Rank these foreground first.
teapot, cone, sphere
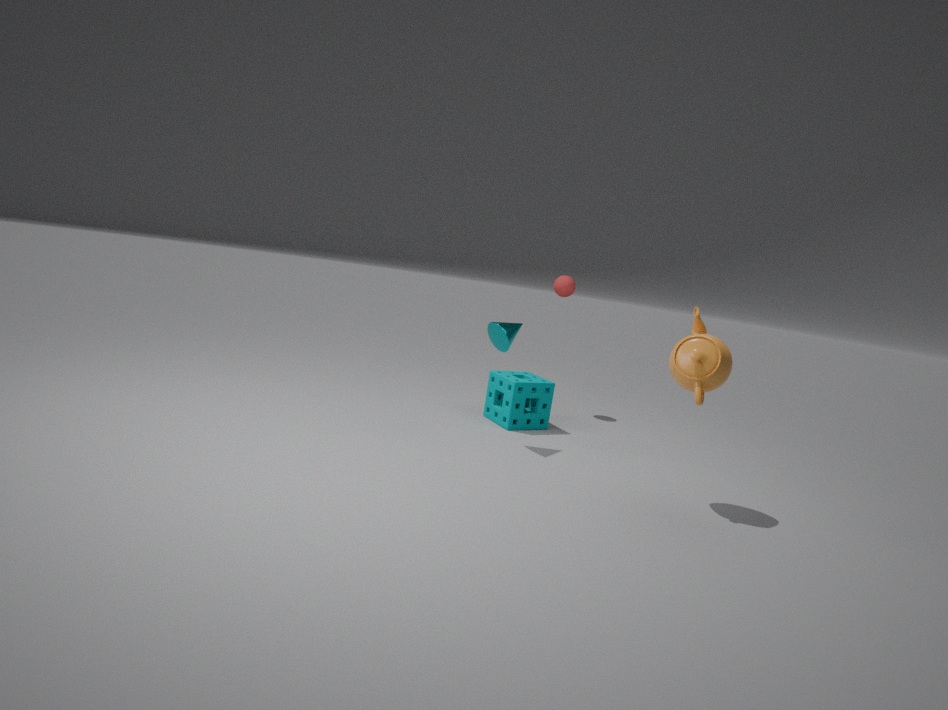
teapot → cone → sphere
